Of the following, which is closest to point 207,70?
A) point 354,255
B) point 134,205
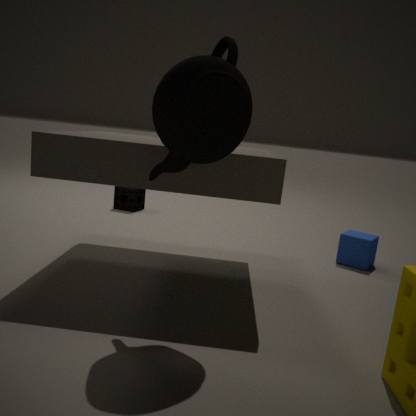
point 354,255
